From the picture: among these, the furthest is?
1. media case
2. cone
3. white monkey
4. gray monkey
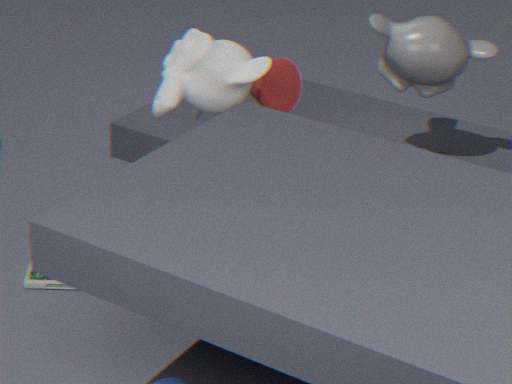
gray monkey
